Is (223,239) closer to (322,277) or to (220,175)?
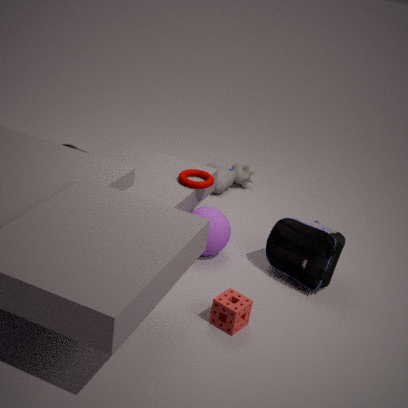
(322,277)
